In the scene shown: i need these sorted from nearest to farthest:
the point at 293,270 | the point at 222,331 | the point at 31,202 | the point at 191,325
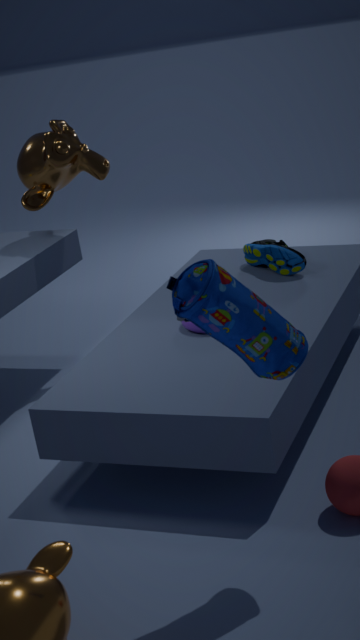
the point at 222,331 < the point at 191,325 < the point at 293,270 < the point at 31,202
